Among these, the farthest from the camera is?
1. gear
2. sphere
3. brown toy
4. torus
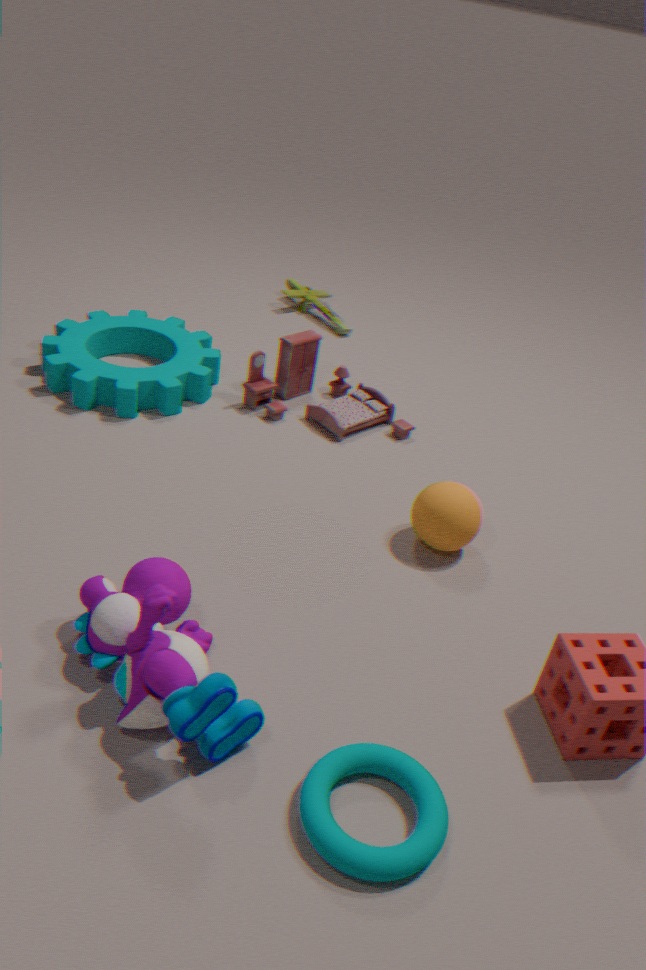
brown toy
